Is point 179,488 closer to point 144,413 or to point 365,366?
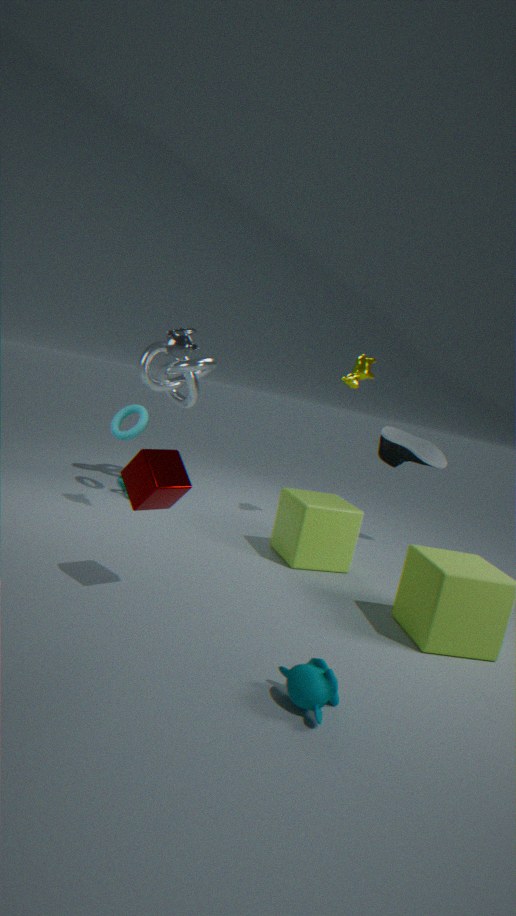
point 144,413
